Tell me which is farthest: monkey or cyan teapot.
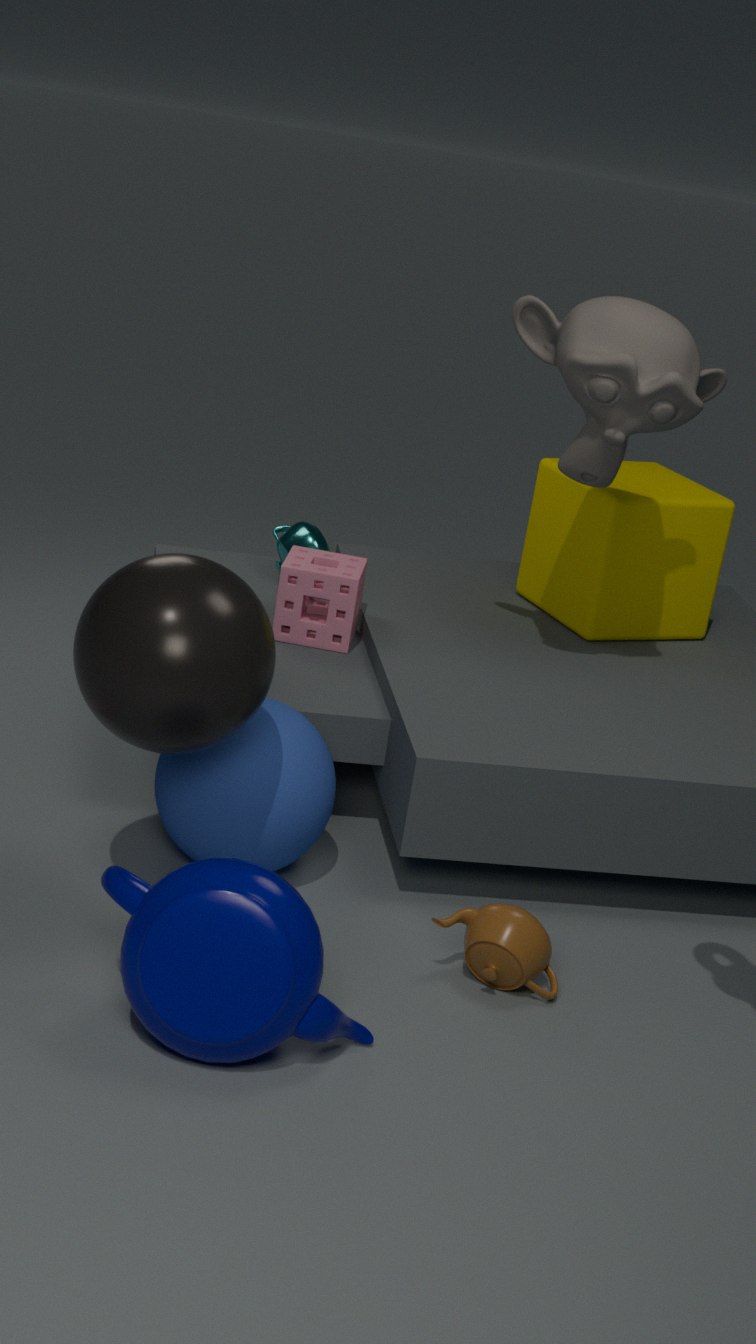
cyan teapot
